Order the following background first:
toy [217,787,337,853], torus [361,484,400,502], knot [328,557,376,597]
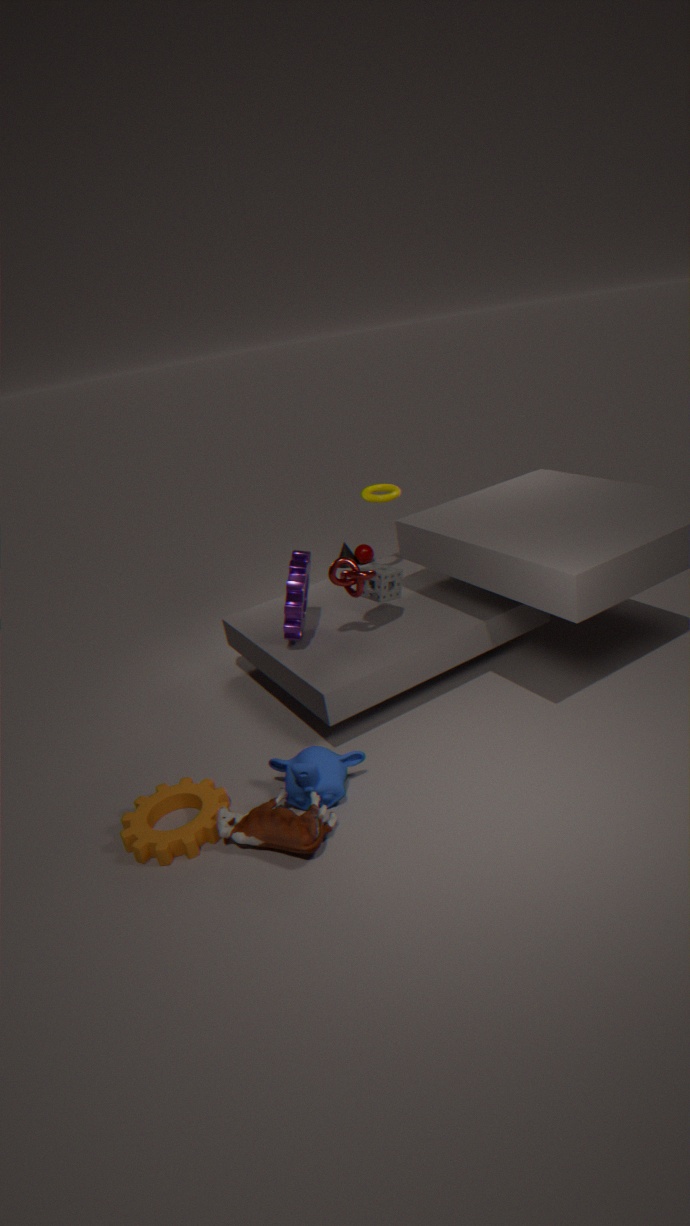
torus [361,484,400,502]
knot [328,557,376,597]
toy [217,787,337,853]
